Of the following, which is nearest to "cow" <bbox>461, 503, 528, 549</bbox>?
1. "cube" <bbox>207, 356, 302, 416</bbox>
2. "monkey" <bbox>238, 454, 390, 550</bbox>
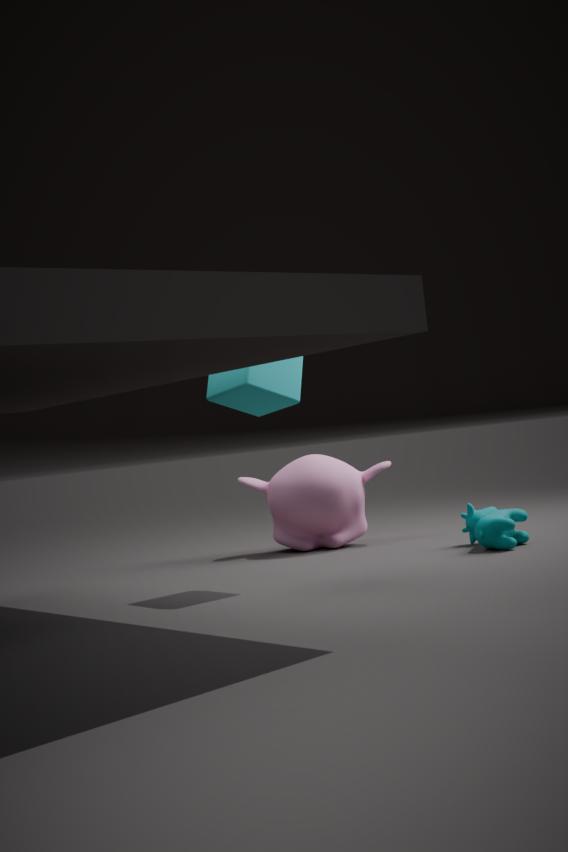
"monkey" <bbox>238, 454, 390, 550</bbox>
